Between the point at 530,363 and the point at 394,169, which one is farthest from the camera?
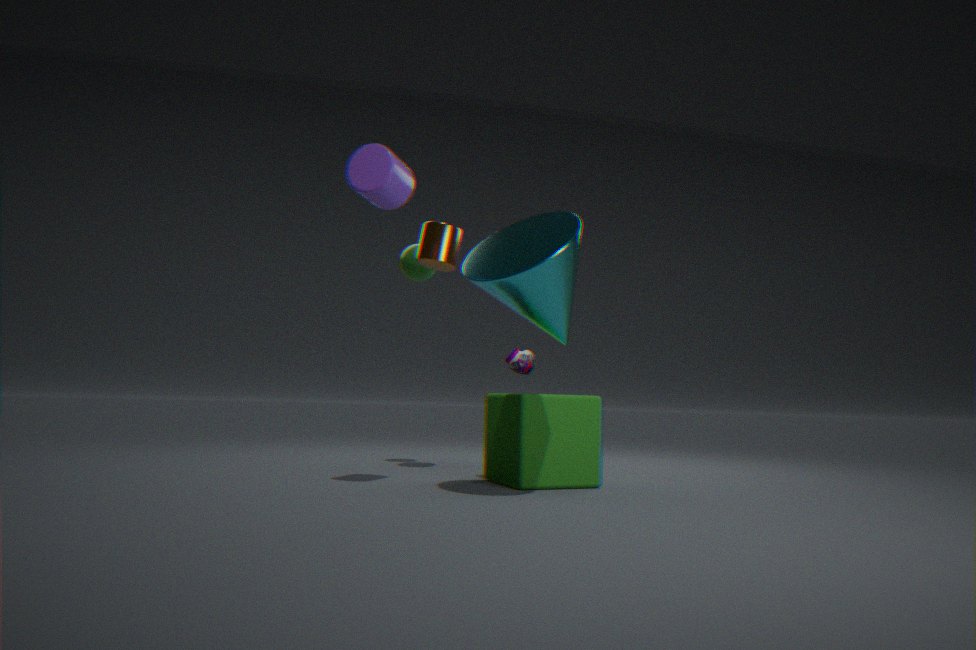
the point at 530,363
